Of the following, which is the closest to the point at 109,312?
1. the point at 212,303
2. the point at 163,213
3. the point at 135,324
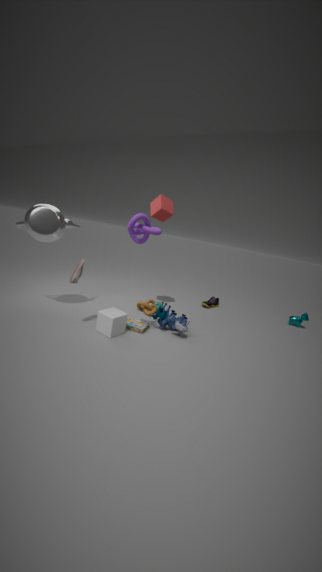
the point at 135,324
